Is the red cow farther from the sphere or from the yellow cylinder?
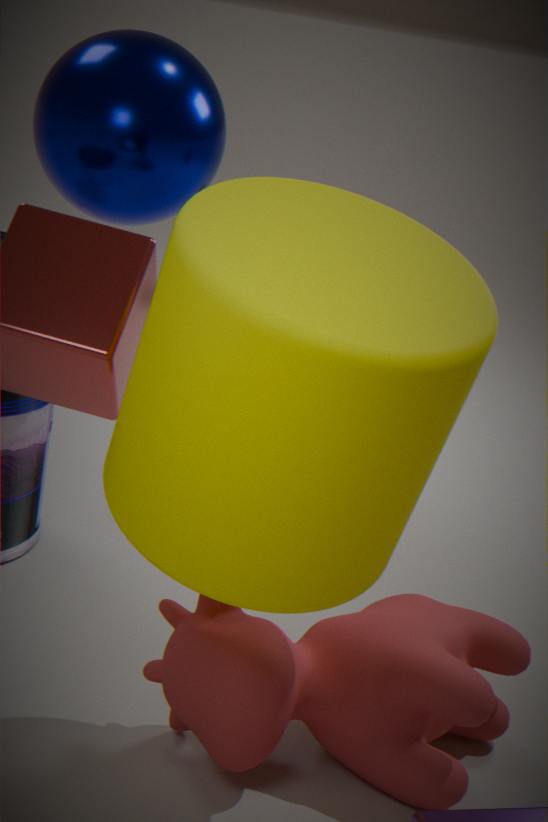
the sphere
